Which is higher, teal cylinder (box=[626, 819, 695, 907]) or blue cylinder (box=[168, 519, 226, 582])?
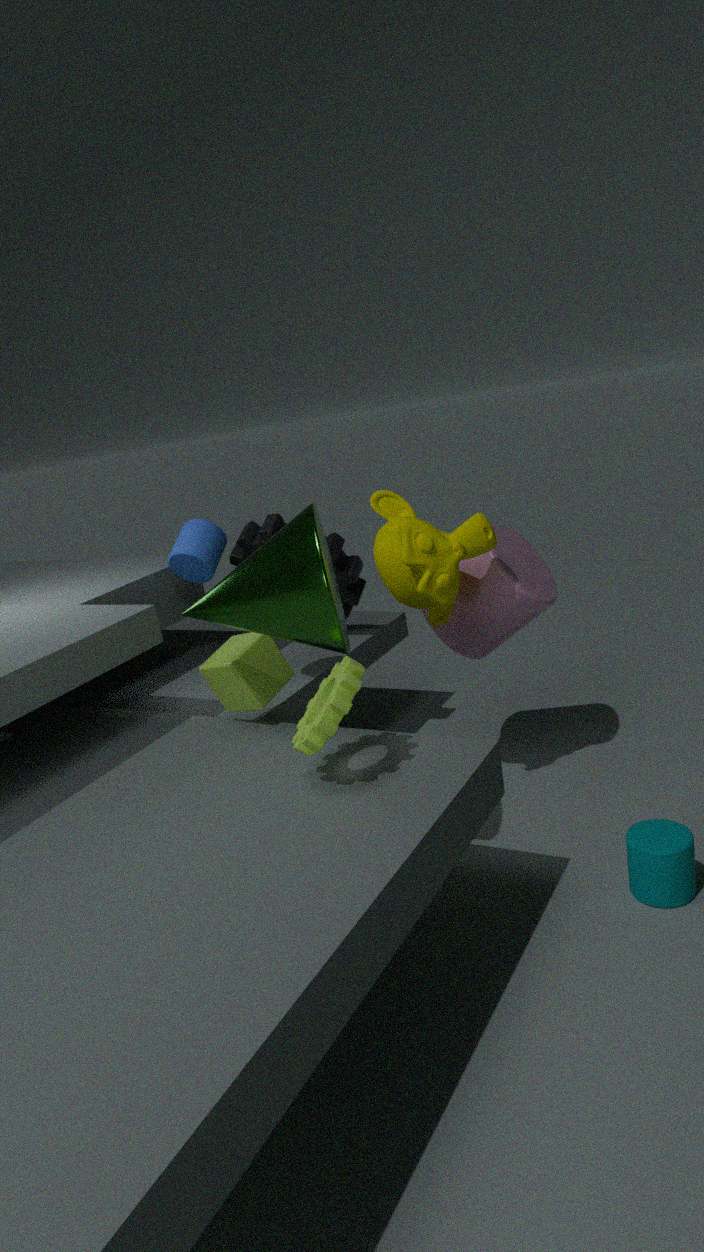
blue cylinder (box=[168, 519, 226, 582])
